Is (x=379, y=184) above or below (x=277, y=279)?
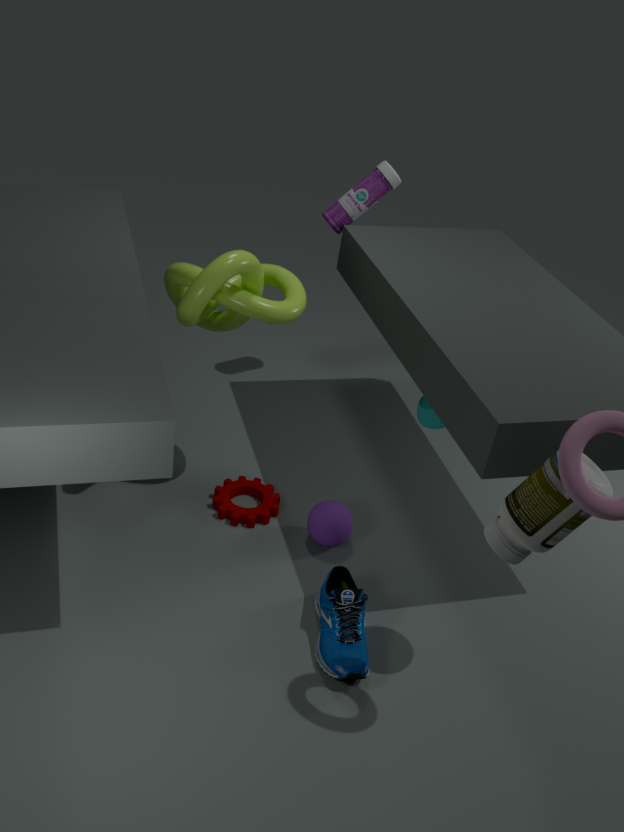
above
